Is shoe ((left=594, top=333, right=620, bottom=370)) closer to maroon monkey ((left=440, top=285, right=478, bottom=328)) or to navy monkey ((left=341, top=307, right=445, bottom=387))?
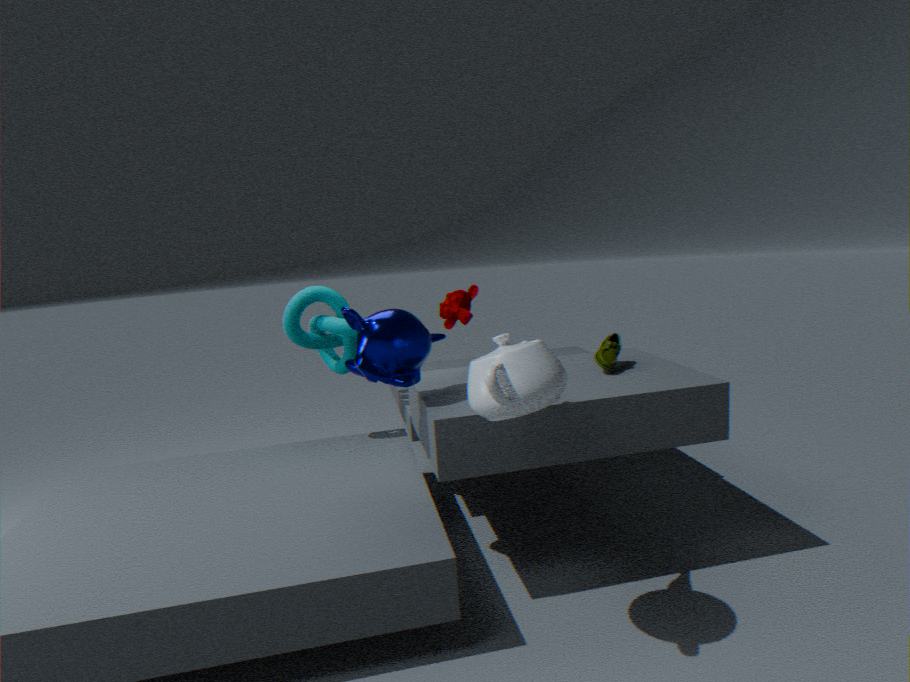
maroon monkey ((left=440, top=285, right=478, bottom=328))
